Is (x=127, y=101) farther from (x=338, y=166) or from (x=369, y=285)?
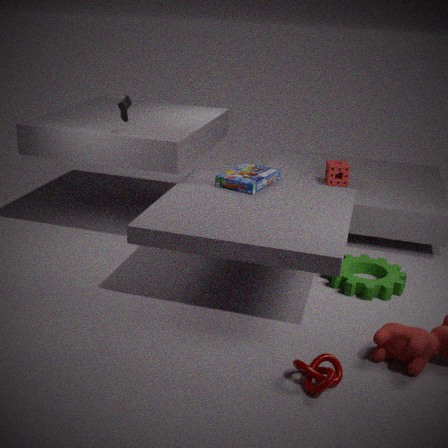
(x=369, y=285)
